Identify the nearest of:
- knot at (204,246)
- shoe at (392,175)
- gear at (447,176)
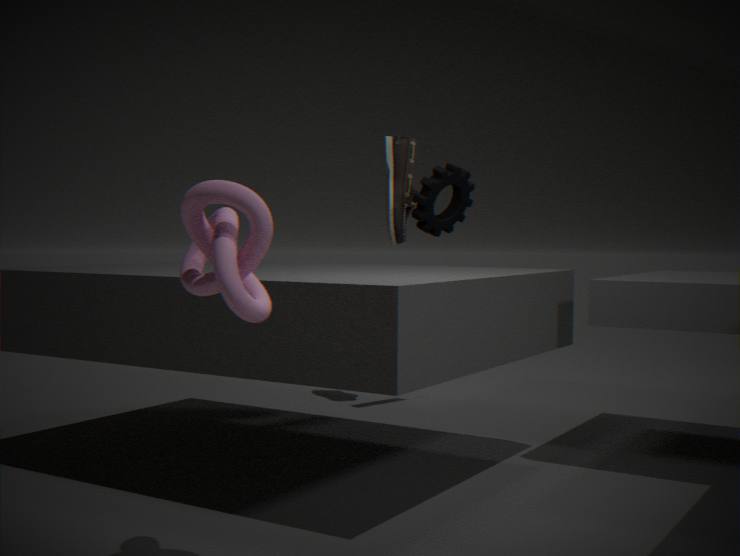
knot at (204,246)
